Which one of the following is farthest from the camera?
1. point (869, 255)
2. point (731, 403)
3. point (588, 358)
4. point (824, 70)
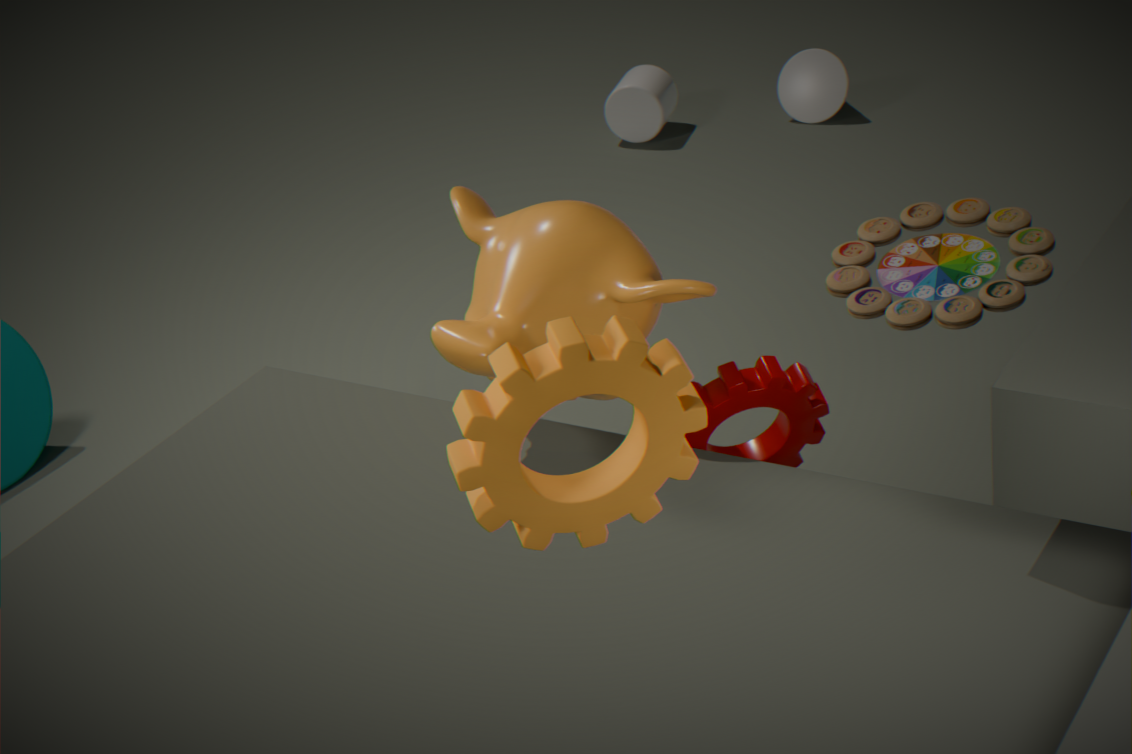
point (824, 70)
